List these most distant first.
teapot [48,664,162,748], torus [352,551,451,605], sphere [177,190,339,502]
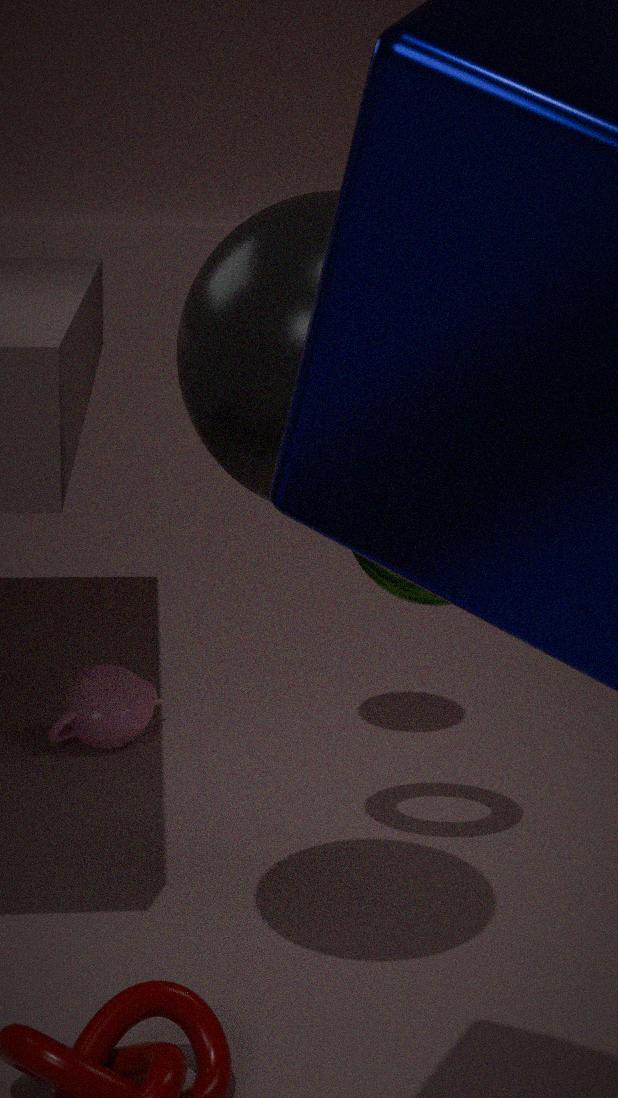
teapot [48,664,162,748] → torus [352,551,451,605] → sphere [177,190,339,502]
